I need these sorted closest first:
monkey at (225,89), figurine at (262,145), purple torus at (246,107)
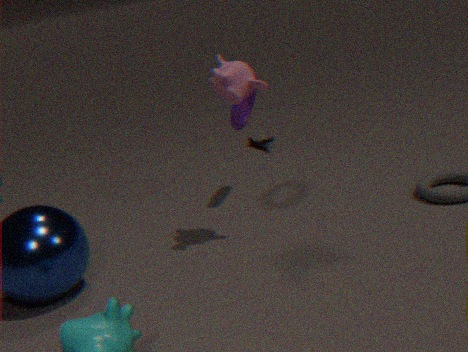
monkey at (225,89), purple torus at (246,107), figurine at (262,145)
